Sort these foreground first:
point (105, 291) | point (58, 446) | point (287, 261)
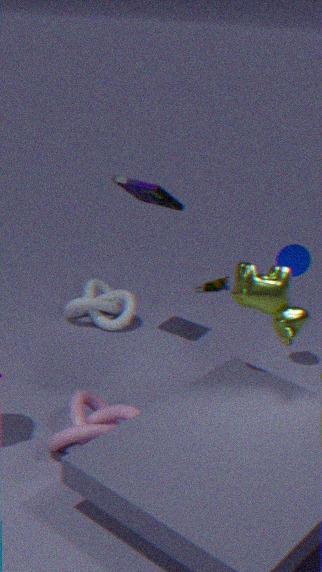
1. point (58, 446)
2. point (287, 261)
3. point (105, 291)
